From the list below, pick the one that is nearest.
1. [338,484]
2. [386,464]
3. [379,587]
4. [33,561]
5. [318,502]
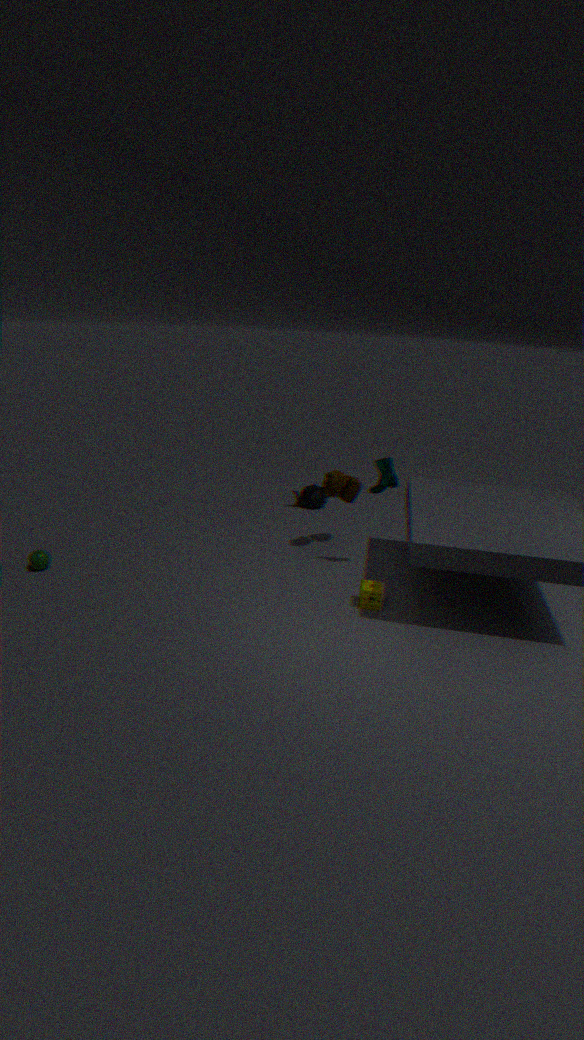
[379,587]
